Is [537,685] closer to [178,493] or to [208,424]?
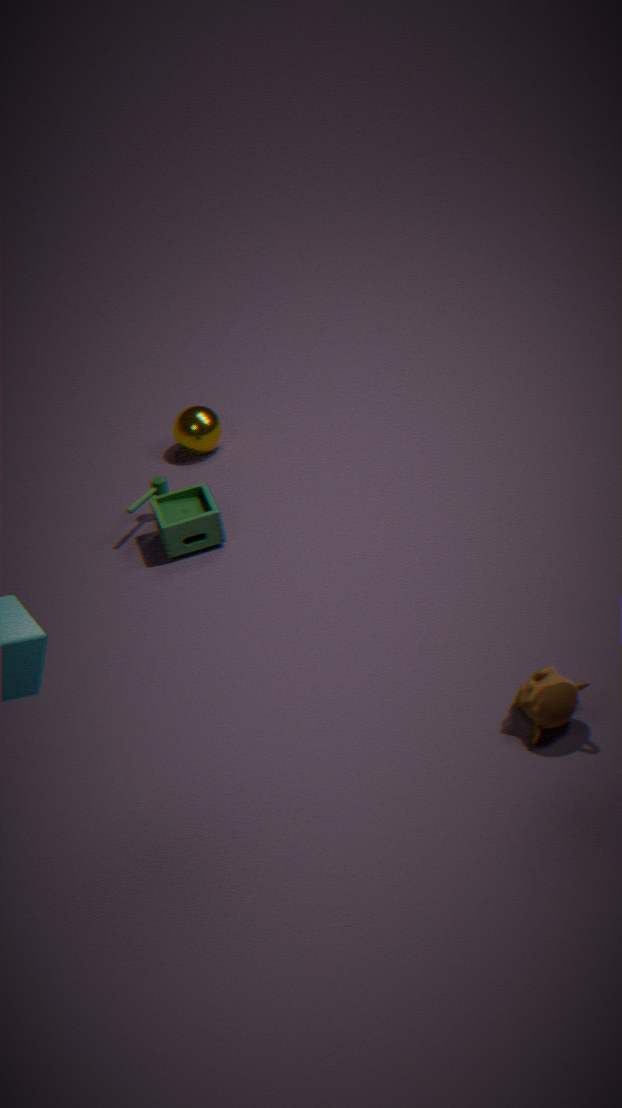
[178,493]
